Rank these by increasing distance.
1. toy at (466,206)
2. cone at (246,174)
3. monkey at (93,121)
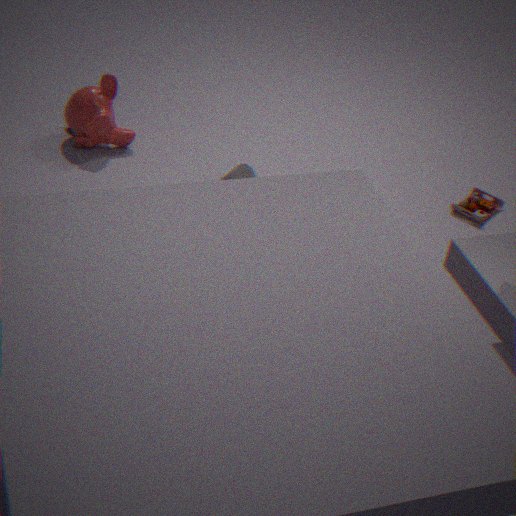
cone at (246,174) → monkey at (93,121) → toy at (466,206)
